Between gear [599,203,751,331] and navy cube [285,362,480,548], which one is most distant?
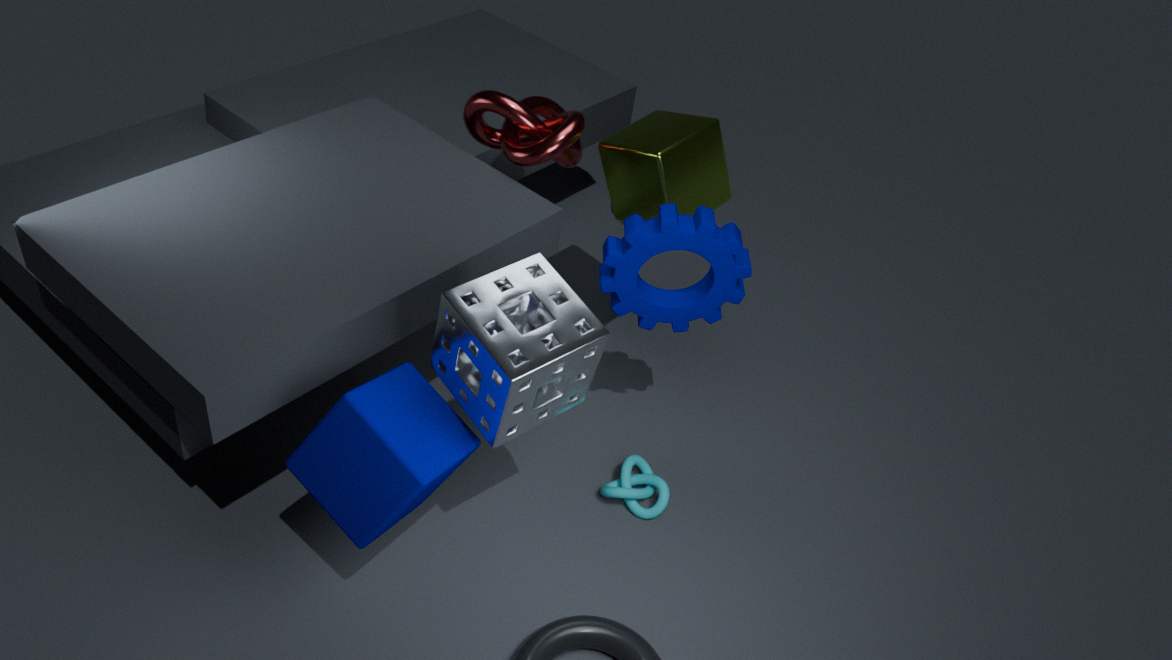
gear [599,203,751,331]
